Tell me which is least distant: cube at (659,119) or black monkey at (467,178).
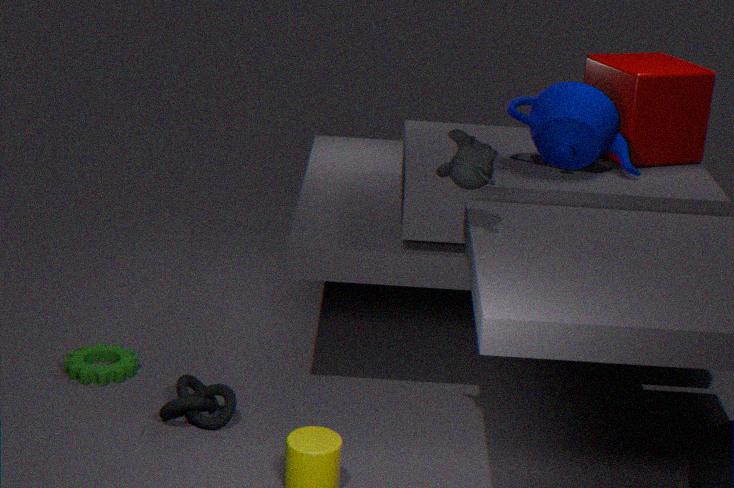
black monkey at (467,178)
